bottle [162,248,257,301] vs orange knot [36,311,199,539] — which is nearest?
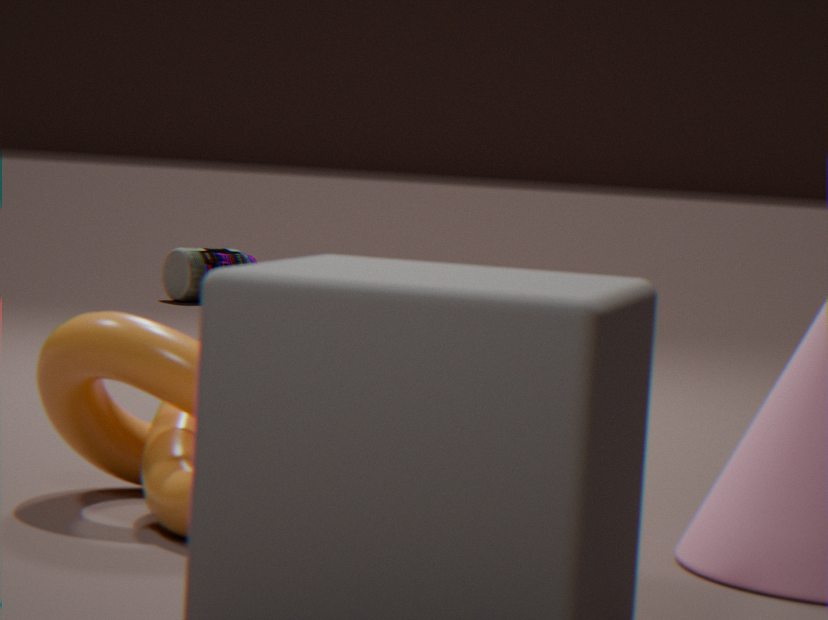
orange knot [36,311,199,539]
